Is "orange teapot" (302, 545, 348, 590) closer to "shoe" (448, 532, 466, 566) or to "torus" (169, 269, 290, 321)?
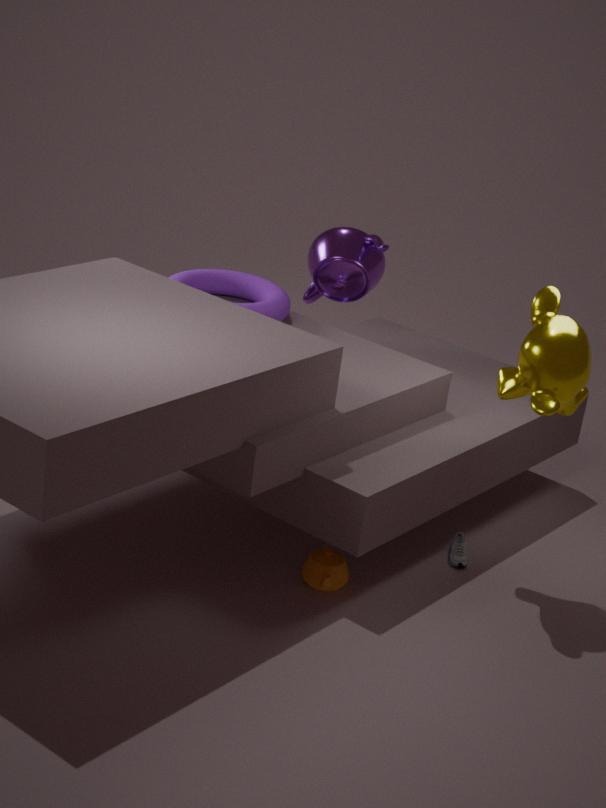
"shoe" (448, 532, 466, 566)
